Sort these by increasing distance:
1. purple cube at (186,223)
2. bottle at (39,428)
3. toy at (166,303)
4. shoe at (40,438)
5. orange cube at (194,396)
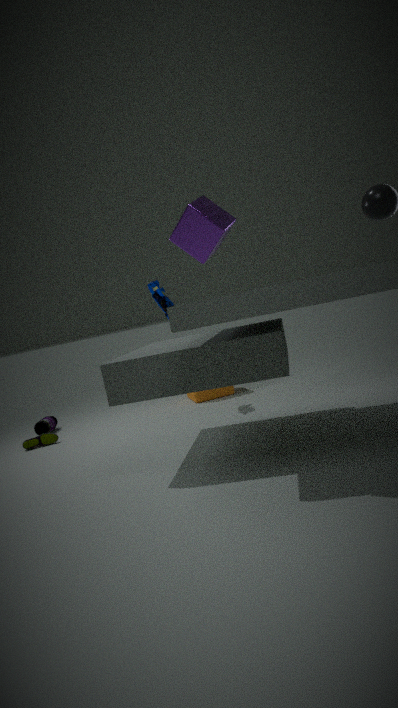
purple cube at (186,223) < toy at (166,303) < shoe at (40,438) < bottle at (39,428) < orange cube at (194,396)
